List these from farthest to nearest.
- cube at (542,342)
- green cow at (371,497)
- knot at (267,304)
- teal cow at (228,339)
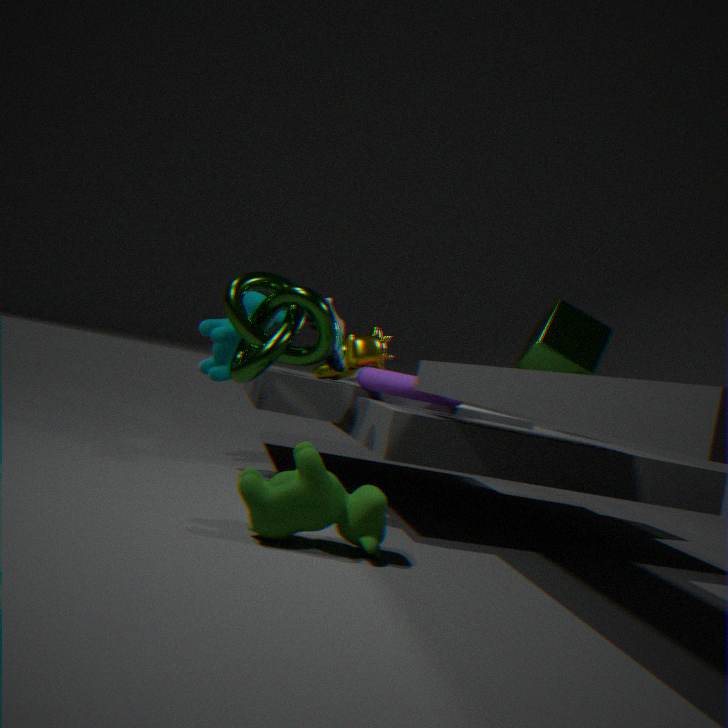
cube at (542,342), teal cow at (228,339), knot at (267,304), green cow at (371,497)
